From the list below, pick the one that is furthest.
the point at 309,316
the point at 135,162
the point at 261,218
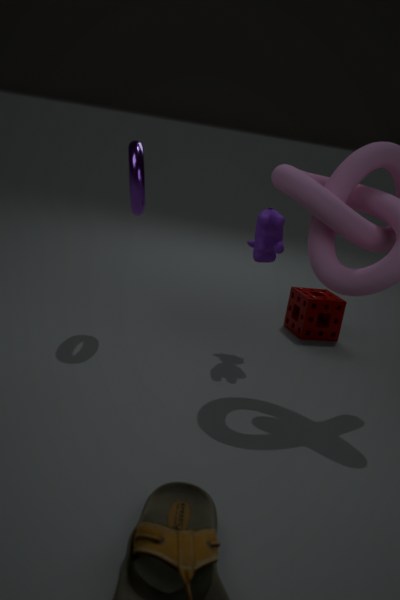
the point at 309,316
